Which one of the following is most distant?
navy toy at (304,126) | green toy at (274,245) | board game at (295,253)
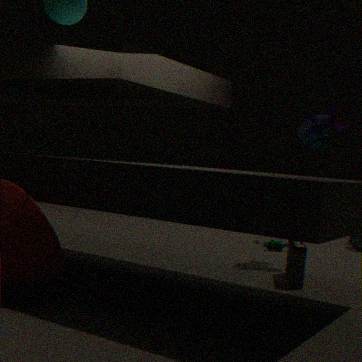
green toy at (274,245)
